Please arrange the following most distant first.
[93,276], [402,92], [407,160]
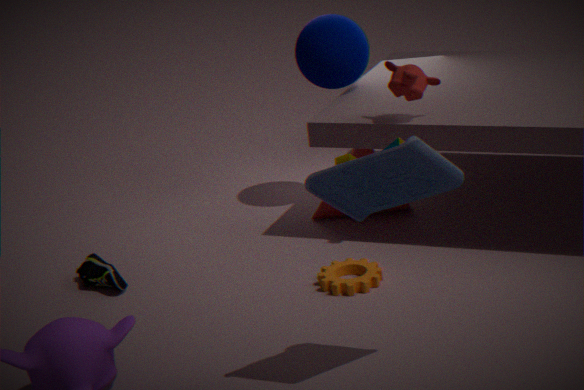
[93,276]
[402,92]
[407,160]
